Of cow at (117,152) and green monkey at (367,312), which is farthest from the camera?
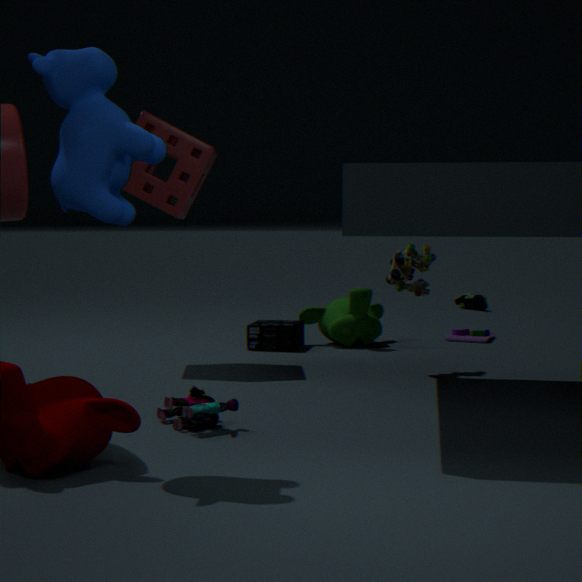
green monkey at (367,312)
